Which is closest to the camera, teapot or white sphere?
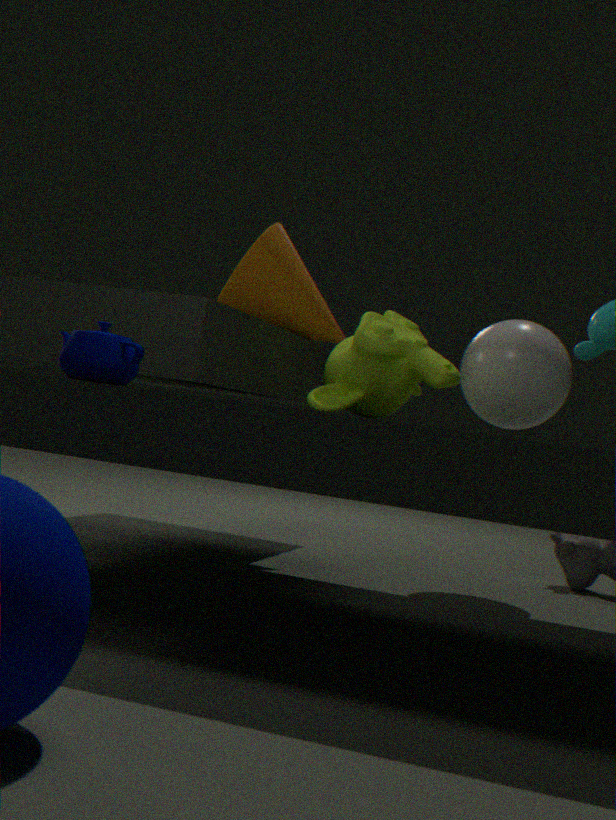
teapot
